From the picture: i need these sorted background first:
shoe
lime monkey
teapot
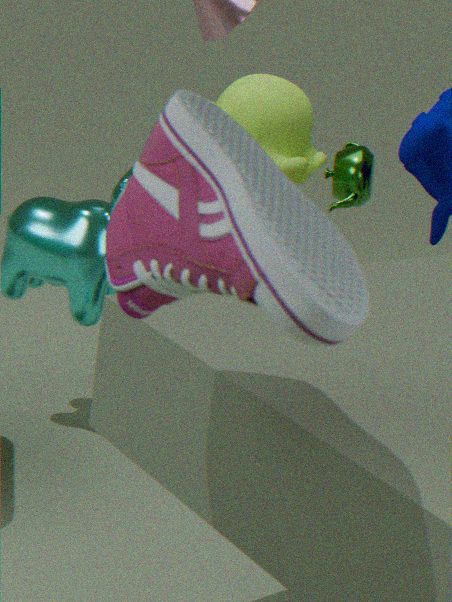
teapot
lime monkey
shoe
